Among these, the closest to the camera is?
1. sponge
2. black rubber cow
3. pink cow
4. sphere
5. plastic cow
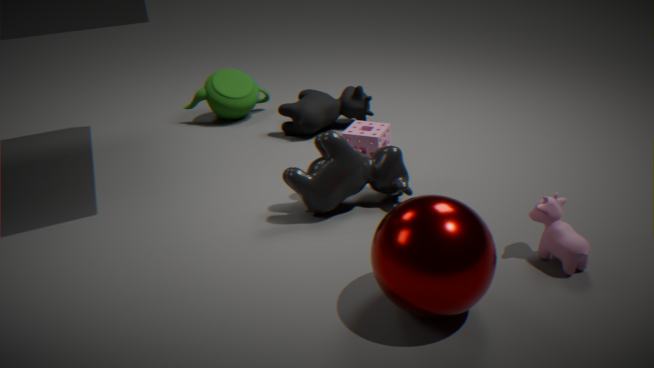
sphere
